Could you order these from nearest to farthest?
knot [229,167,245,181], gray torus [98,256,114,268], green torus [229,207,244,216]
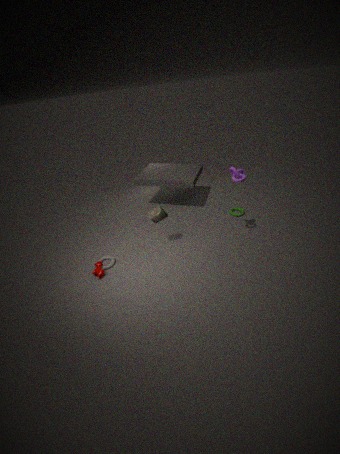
knot [229,167,245,181]
gray torus [98,256,114,268]
green torus [229,207,244,216]
